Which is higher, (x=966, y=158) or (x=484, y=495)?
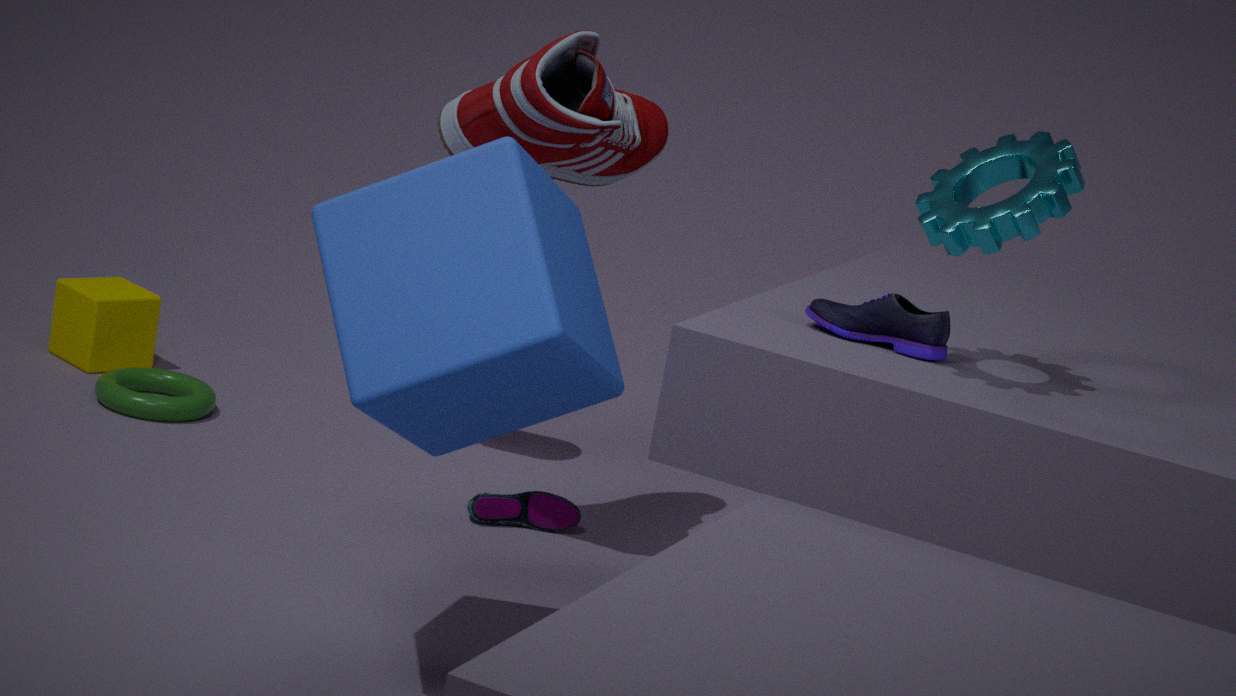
(x=966, y=158)
